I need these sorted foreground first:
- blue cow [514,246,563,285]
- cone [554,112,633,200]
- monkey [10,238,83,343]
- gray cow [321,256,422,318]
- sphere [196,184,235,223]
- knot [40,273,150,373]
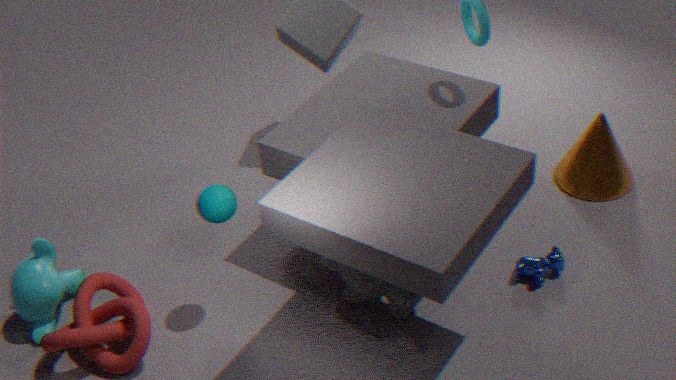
knot [40,273,150,373], sphere [196,184,235,223], gray cow [321,256,422,318], monkey [10,238,83,343], blue cow [514,246,563,285], cone [554,112,633,200]
